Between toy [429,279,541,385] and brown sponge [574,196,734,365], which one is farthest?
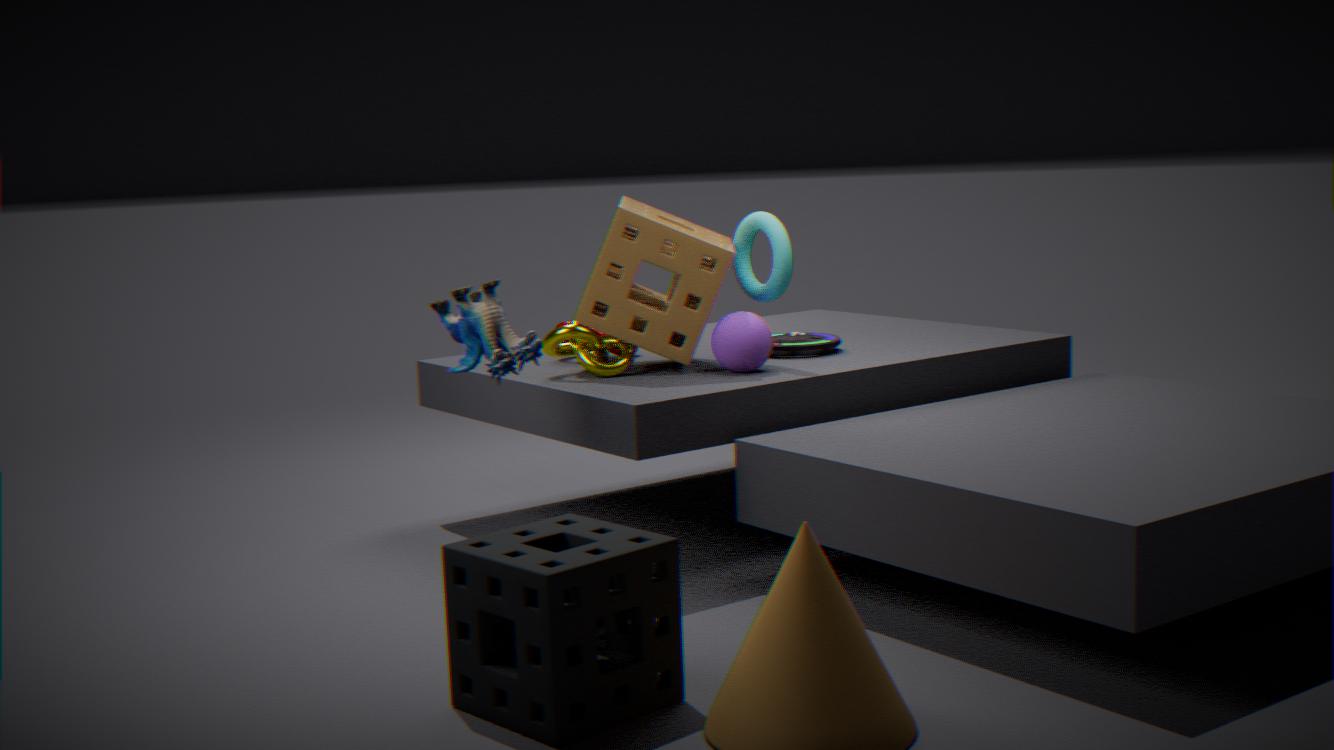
brown sponge [574,196,734,365]
